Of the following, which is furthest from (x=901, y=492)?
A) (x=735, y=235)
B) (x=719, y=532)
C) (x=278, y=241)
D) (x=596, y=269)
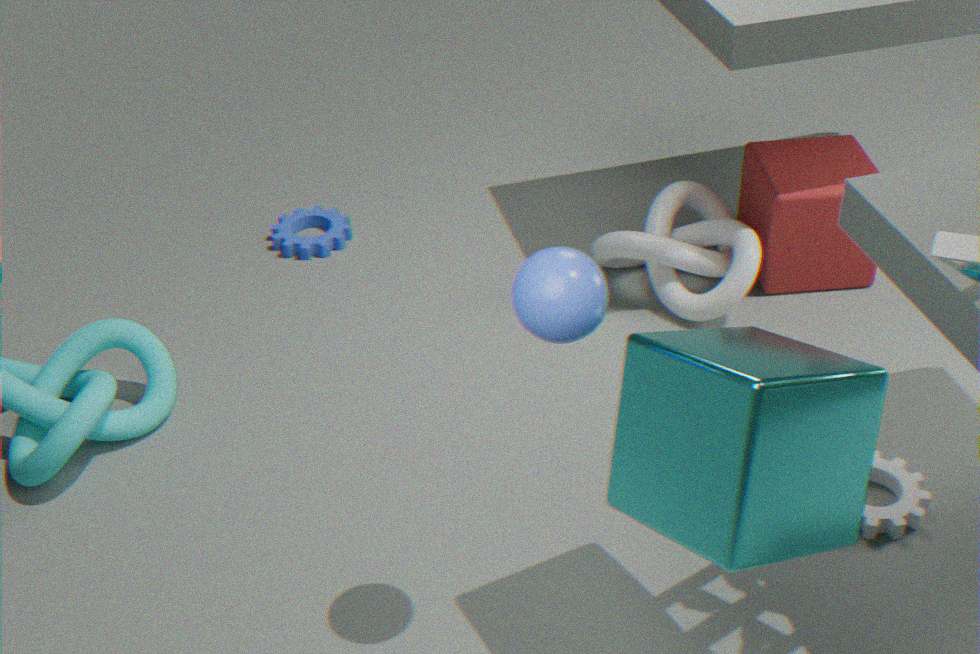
(x=278, y=241)
